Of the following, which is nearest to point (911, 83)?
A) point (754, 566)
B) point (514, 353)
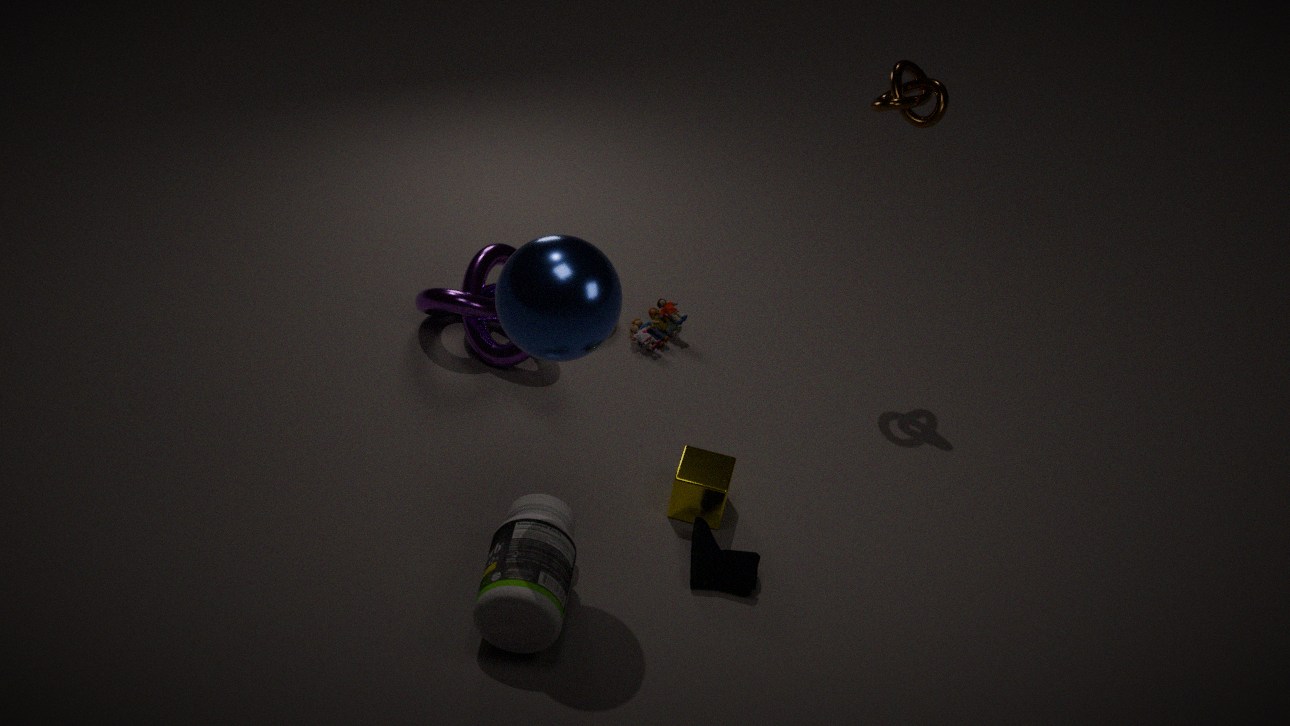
point (514, 353)
